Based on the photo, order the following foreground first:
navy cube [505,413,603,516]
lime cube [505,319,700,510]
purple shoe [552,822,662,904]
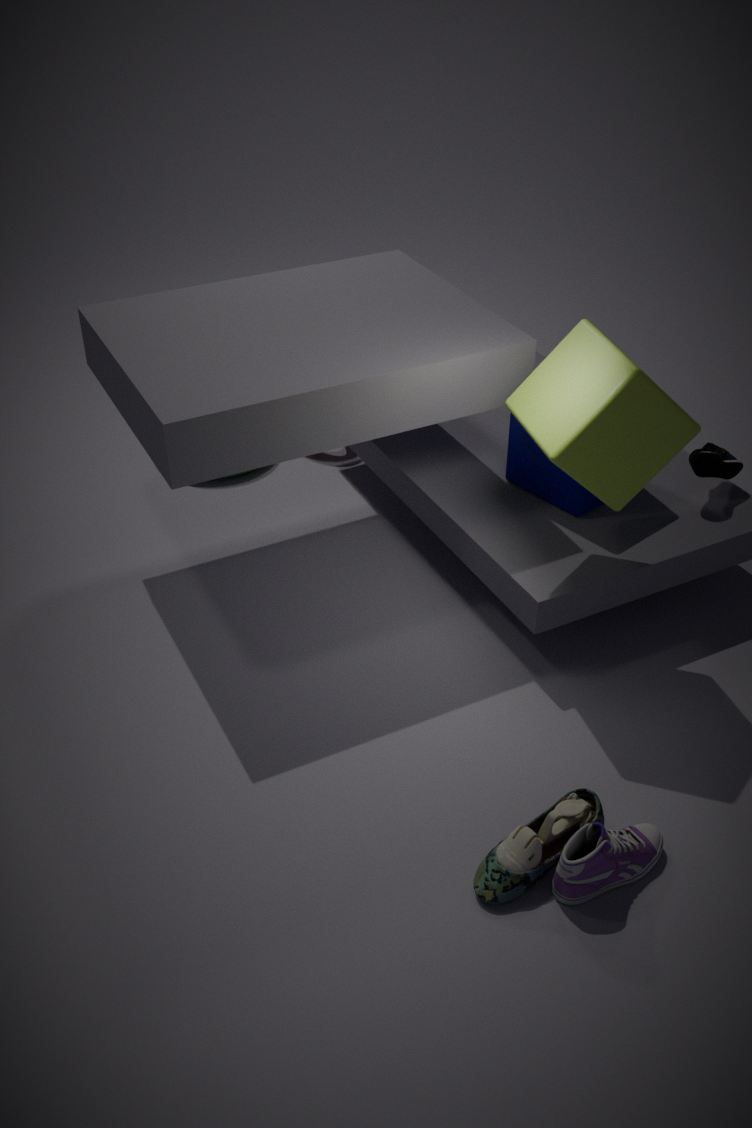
purple shoe [552,822,662,904] < lime cube [505,319,700,510] < navy cube [505,413,603,516]
